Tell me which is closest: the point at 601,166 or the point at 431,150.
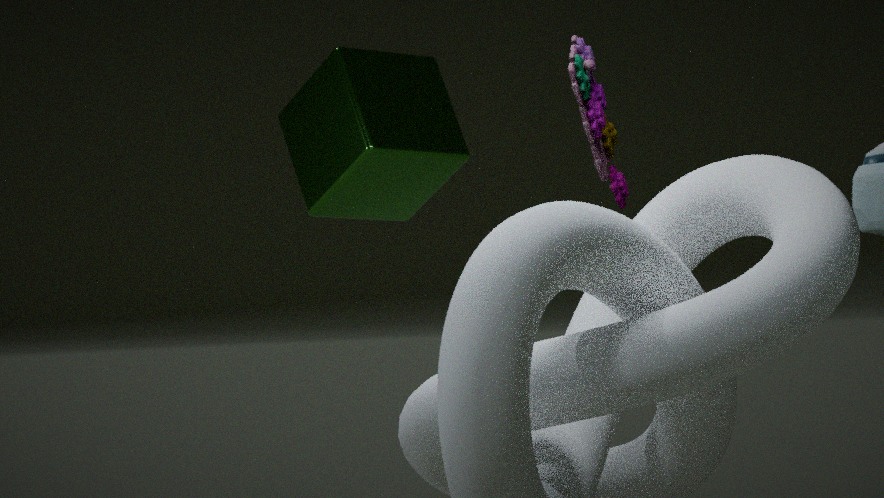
the point at 601,166
